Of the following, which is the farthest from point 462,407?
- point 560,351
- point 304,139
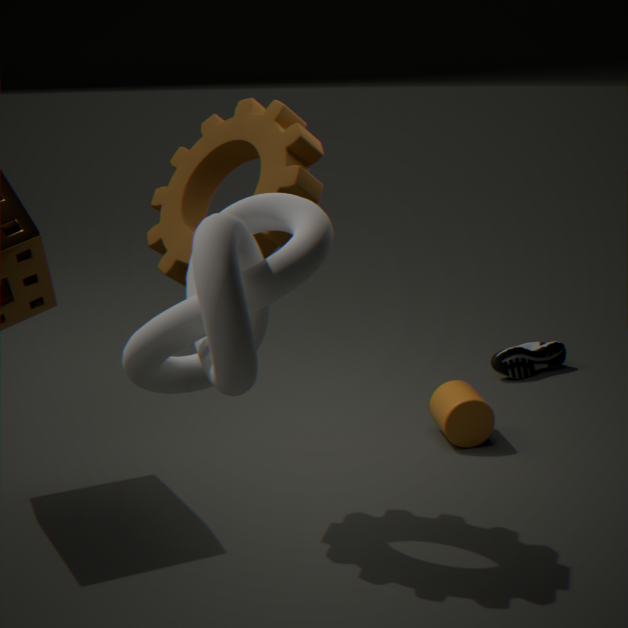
point 304,139
